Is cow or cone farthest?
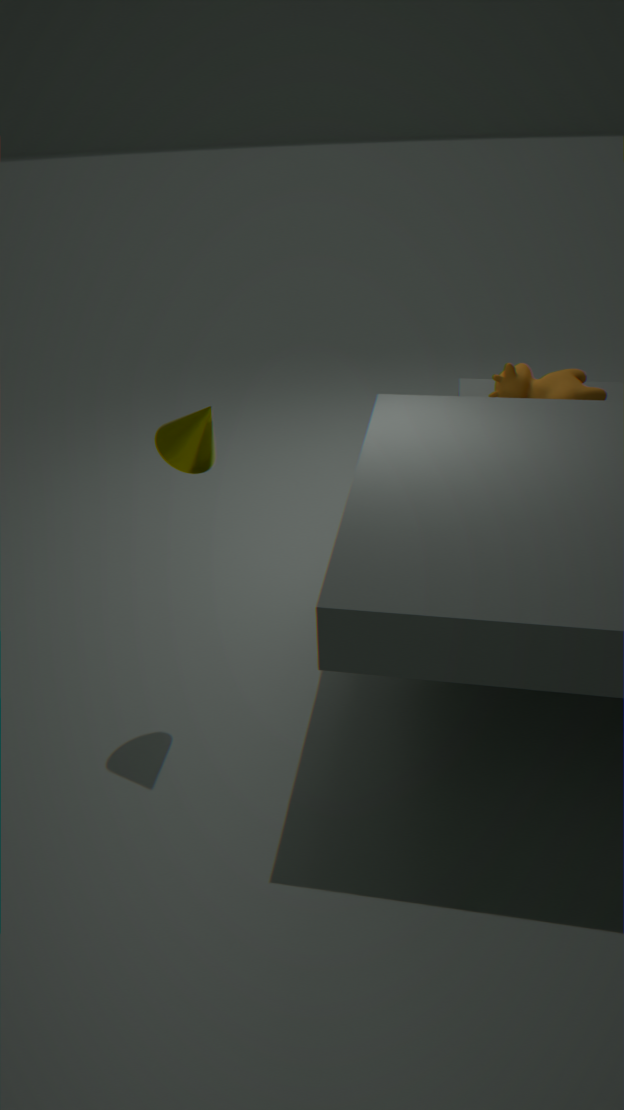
cow
